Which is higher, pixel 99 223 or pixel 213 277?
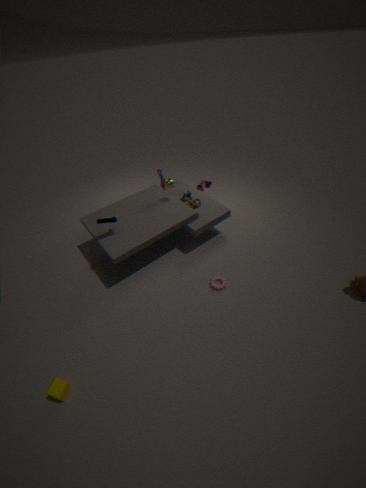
pixel 99 223
